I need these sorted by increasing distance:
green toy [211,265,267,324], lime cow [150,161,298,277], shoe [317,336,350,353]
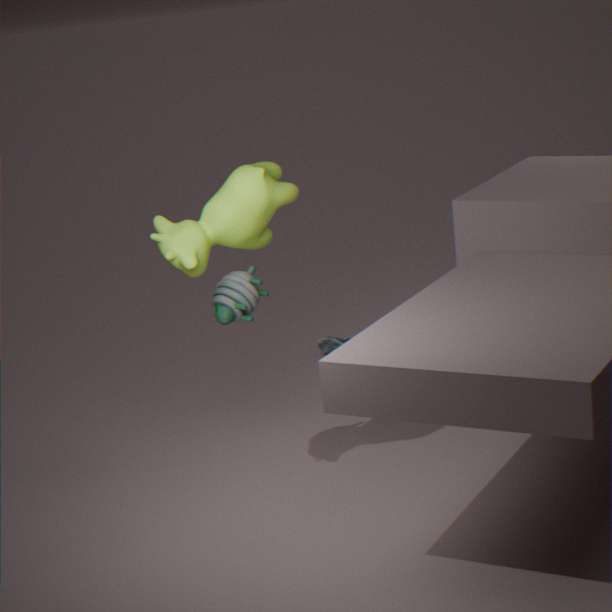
lime cow [150,161,298,277] → green toy [211,265,267,324] → shoe [317,336,350,353]
